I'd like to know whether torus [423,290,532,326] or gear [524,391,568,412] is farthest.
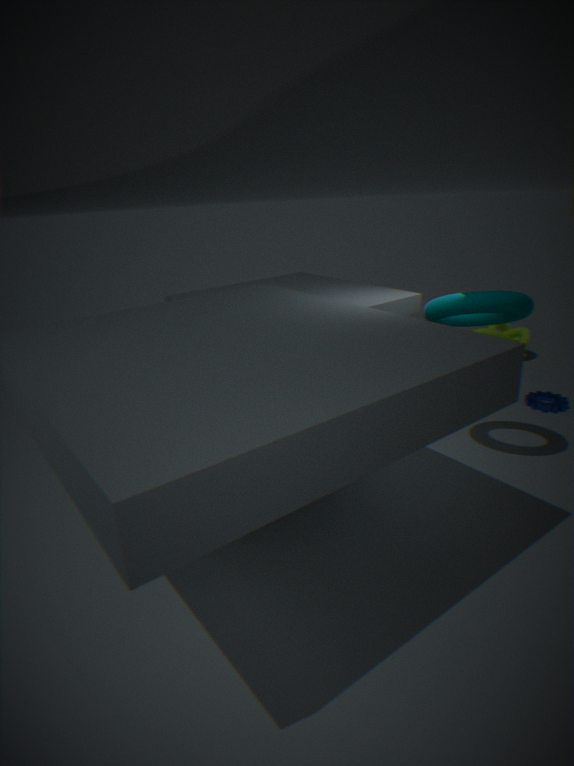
gear [524,391,568,412]
